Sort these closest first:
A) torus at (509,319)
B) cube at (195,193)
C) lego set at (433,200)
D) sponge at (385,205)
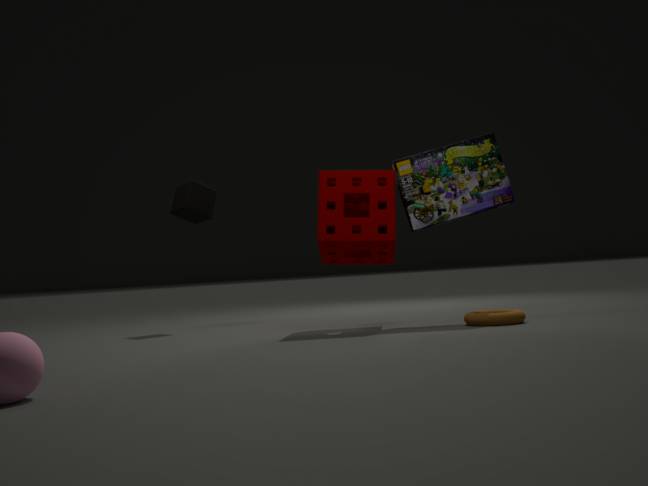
torus at (509,319)
sponge at (385,205)
lego set at (433,200)
cube at (195,193)
